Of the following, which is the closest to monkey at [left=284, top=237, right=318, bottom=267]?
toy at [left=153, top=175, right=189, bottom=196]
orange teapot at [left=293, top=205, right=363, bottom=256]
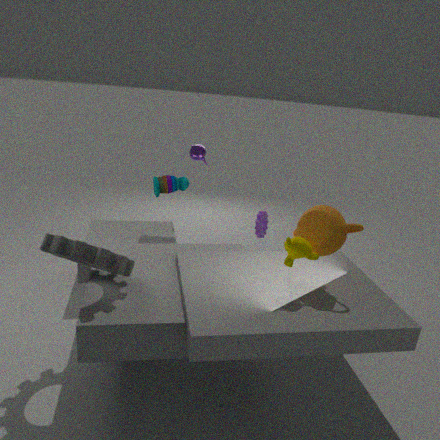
orange teapot at [left=293, top=205, right=363, bottom=256]
